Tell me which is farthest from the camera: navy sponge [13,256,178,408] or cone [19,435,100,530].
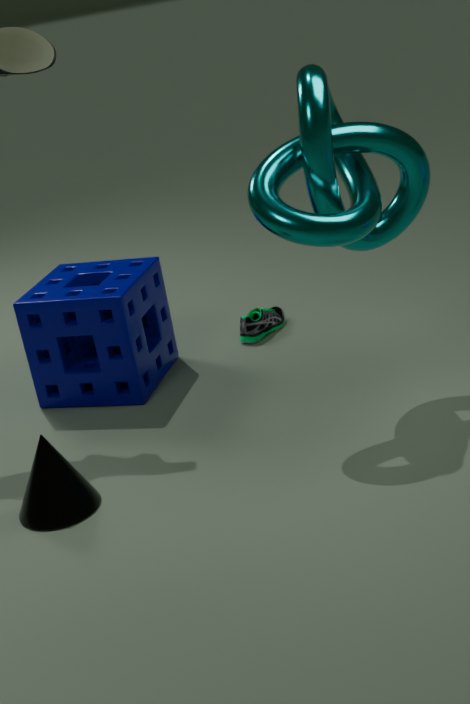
navy sponge [13,256,178,408]
